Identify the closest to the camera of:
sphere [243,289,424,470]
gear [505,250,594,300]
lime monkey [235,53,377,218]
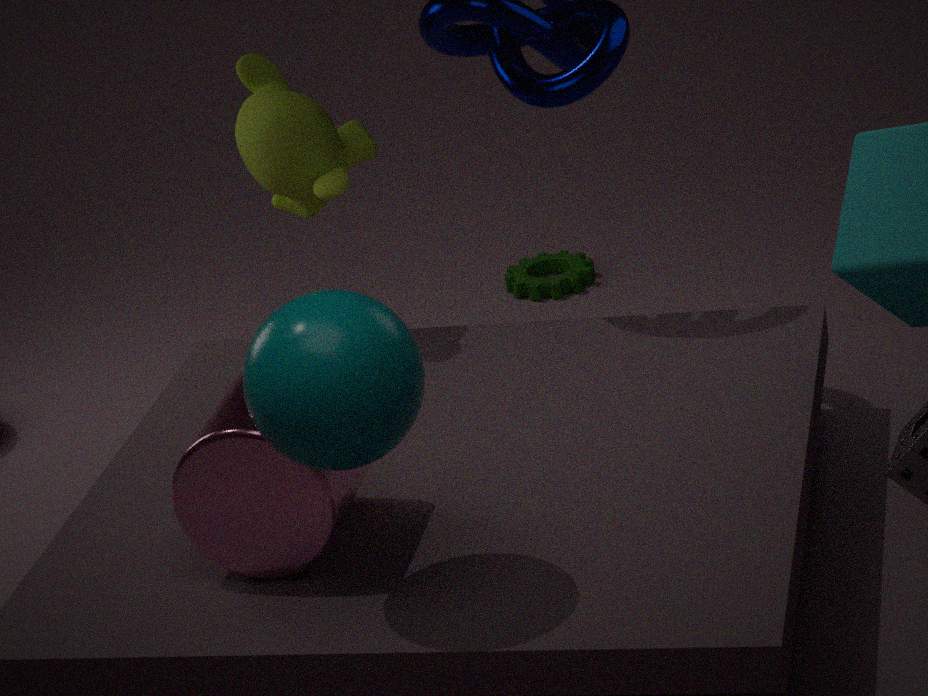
sphere [243,289,424,470]
